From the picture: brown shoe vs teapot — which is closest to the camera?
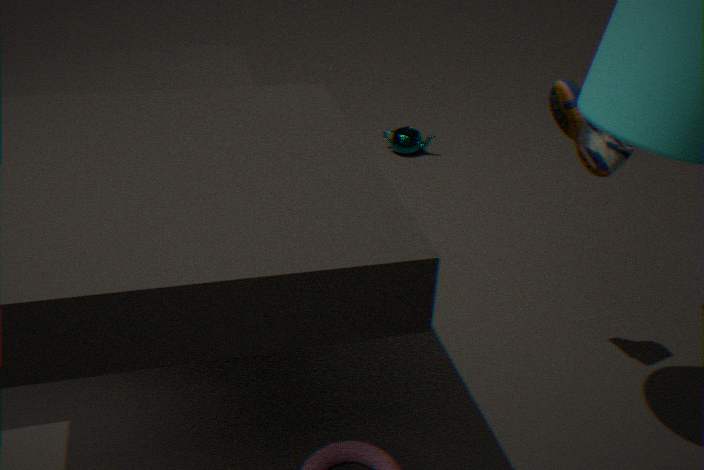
brown shoe
